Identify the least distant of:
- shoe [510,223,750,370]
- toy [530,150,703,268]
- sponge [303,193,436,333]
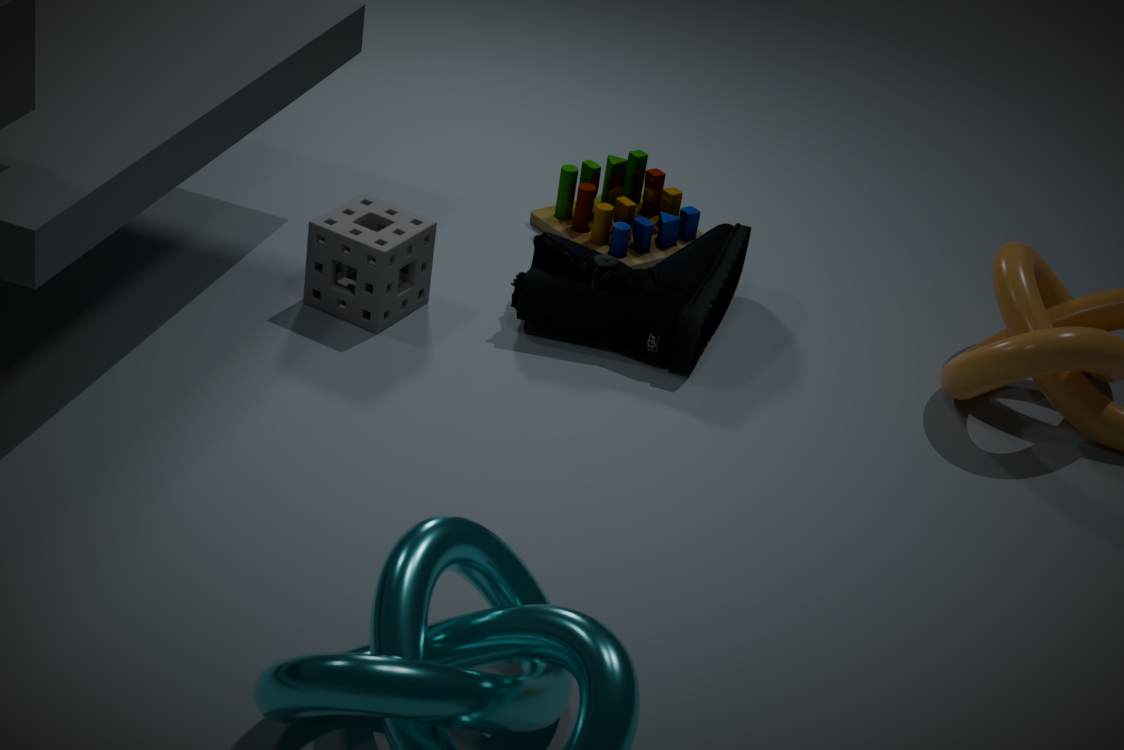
sponge [303,193,436,333]
